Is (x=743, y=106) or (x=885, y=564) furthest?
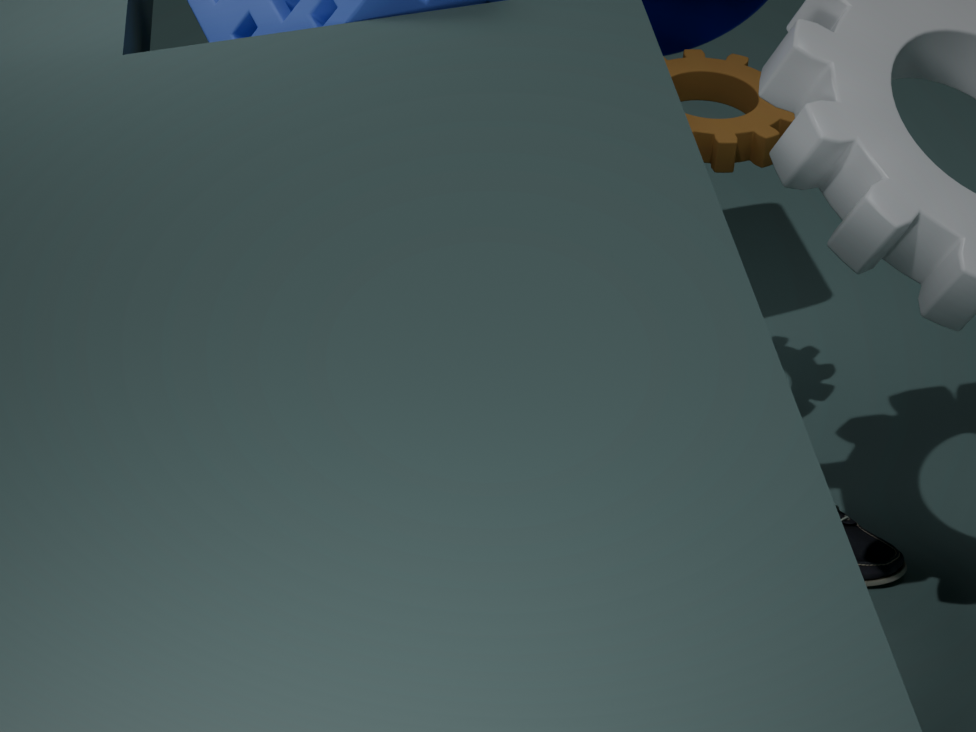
(x=885, y=564)
